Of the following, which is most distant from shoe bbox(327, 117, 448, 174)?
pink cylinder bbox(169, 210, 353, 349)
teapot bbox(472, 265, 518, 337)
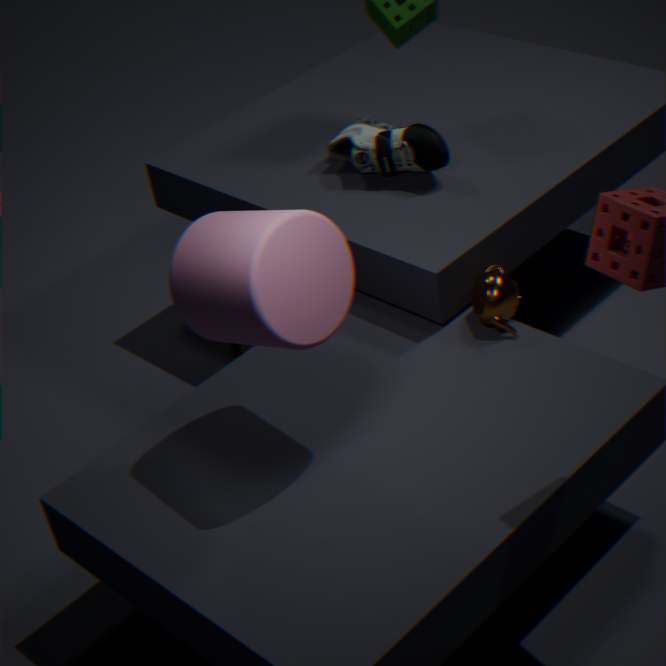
pink cylinder bbox(169, 210, 353, 349)
